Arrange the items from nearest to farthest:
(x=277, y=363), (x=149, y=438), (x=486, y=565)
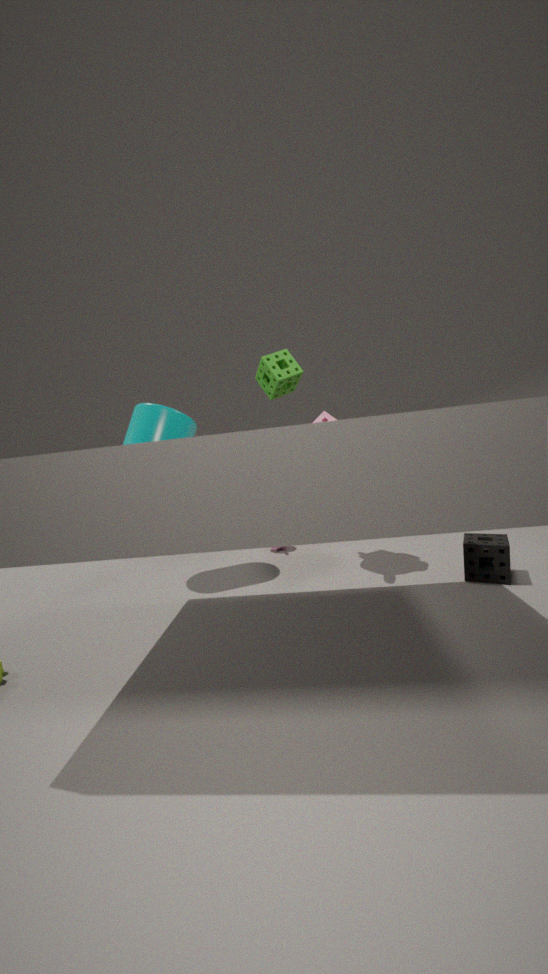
(x=486, y=565) → (x=149, y=438) → (x=277, y=363)
